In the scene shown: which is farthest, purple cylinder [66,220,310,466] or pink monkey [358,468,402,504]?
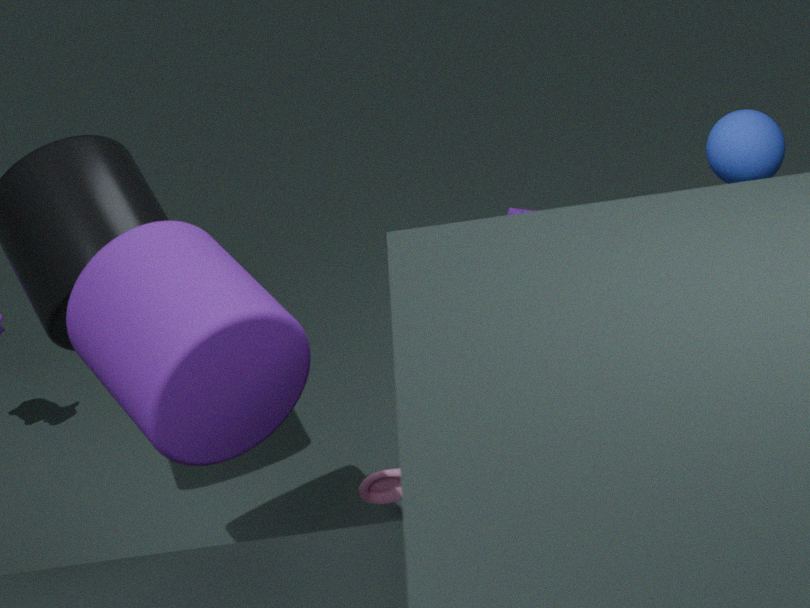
pink monkey [358,468,402,504]
